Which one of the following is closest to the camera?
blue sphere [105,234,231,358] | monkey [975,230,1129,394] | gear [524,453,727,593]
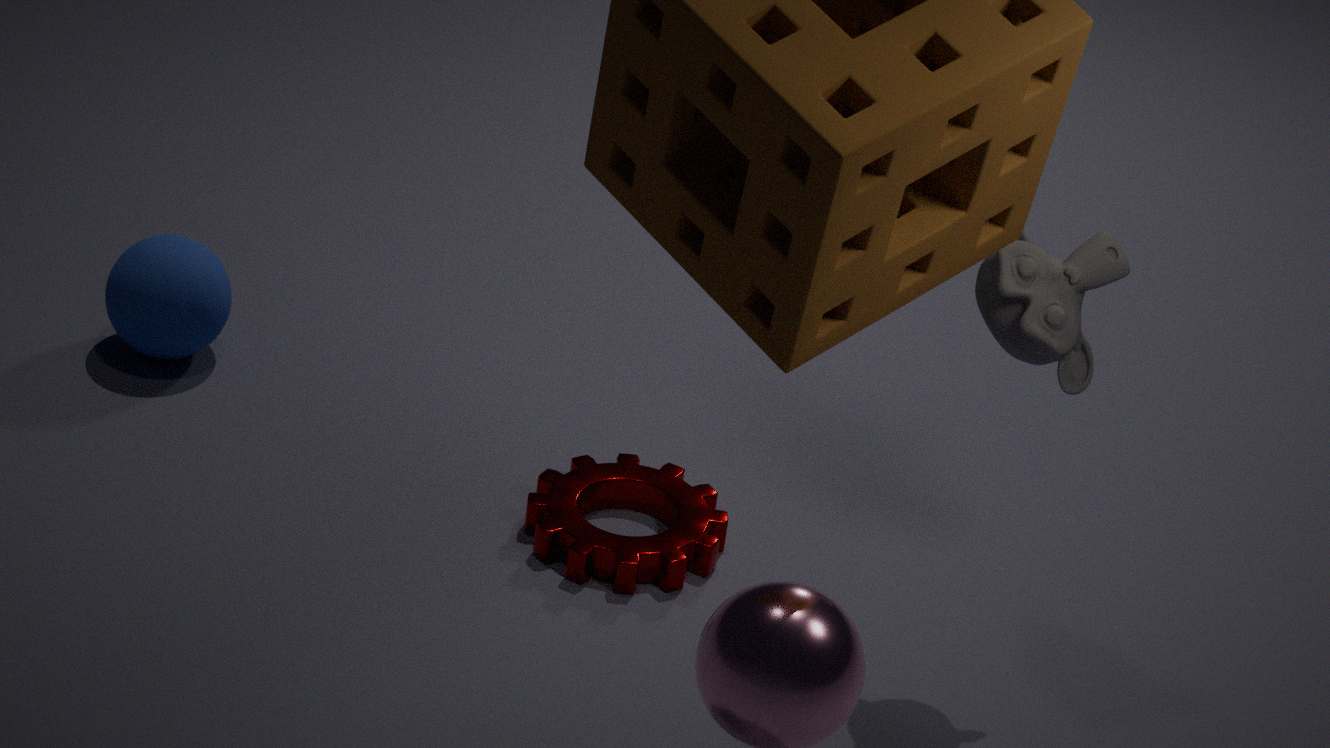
monkey [975,230,1129,394]
